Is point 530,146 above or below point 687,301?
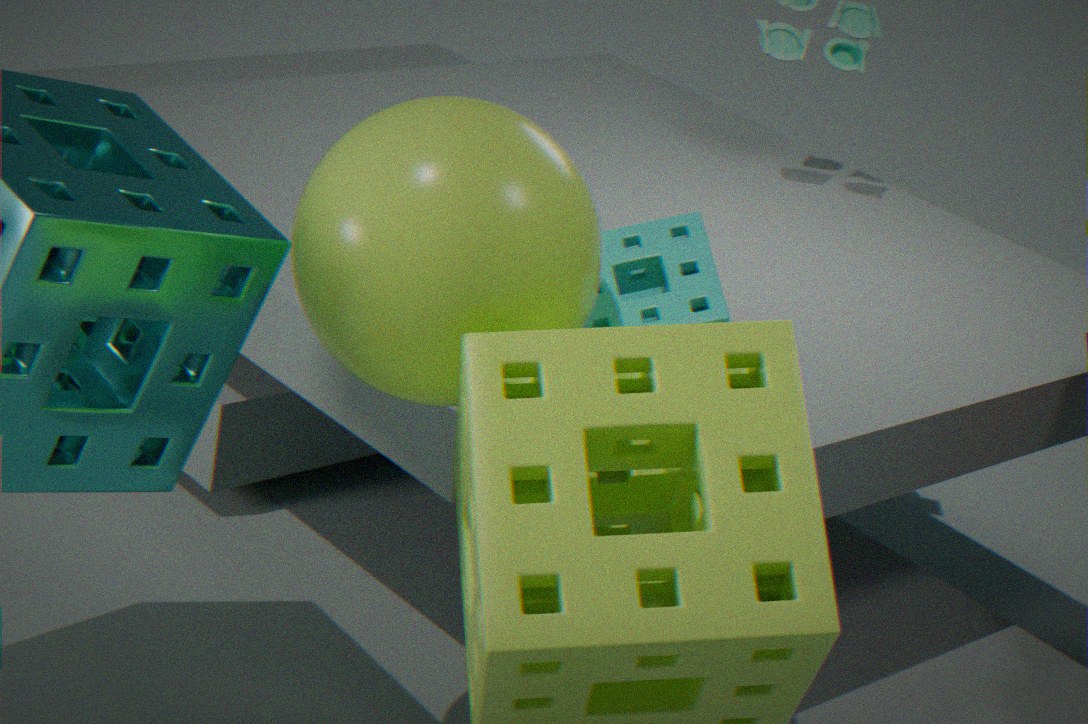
above
